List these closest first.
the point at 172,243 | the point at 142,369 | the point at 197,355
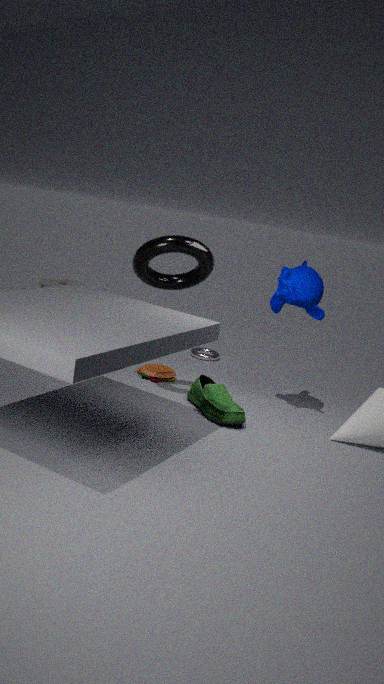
the point at 172,243 < the point at 142,369 < the point at 197,355
